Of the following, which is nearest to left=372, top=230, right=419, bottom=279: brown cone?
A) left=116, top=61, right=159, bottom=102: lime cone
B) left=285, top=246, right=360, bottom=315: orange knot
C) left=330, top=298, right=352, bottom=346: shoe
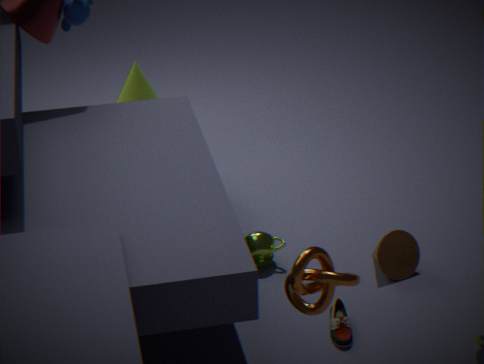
left=330, top=298, right=352, bottom=346: shoe
